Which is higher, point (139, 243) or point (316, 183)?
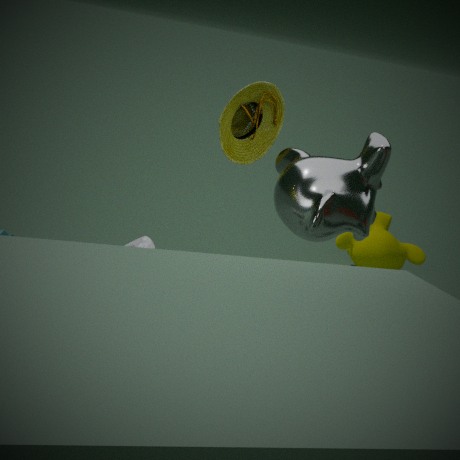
point (316, 183)
